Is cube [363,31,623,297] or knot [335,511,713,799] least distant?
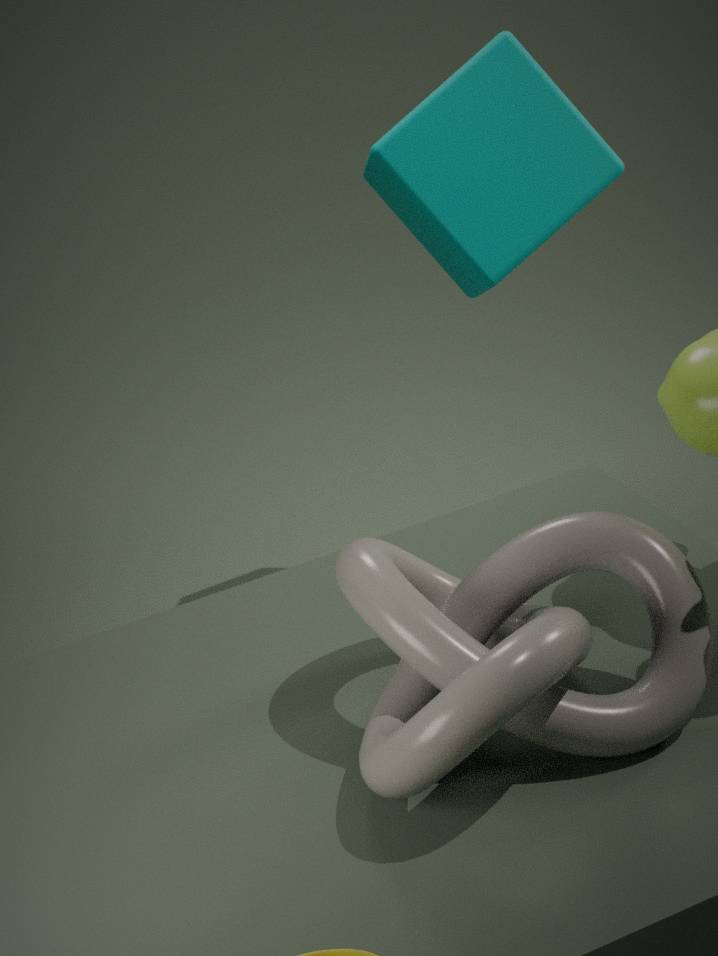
knot [335,511,713,799]
